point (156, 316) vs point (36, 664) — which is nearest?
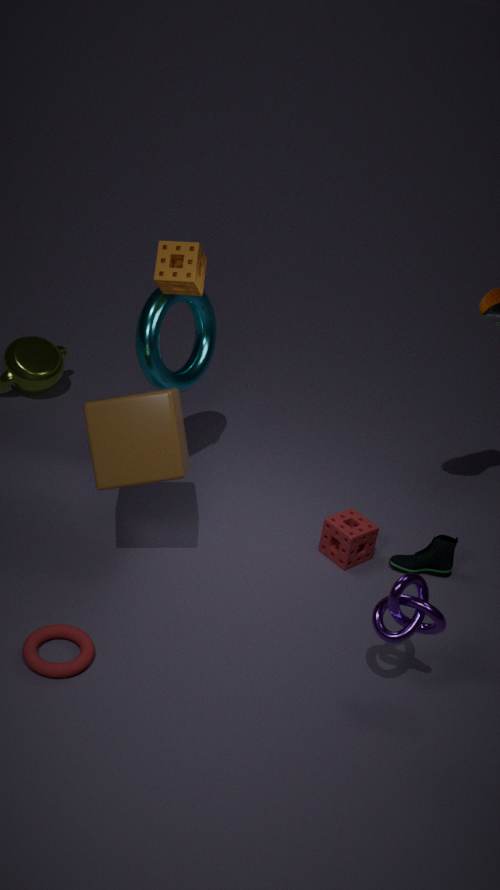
point (36, 664)
